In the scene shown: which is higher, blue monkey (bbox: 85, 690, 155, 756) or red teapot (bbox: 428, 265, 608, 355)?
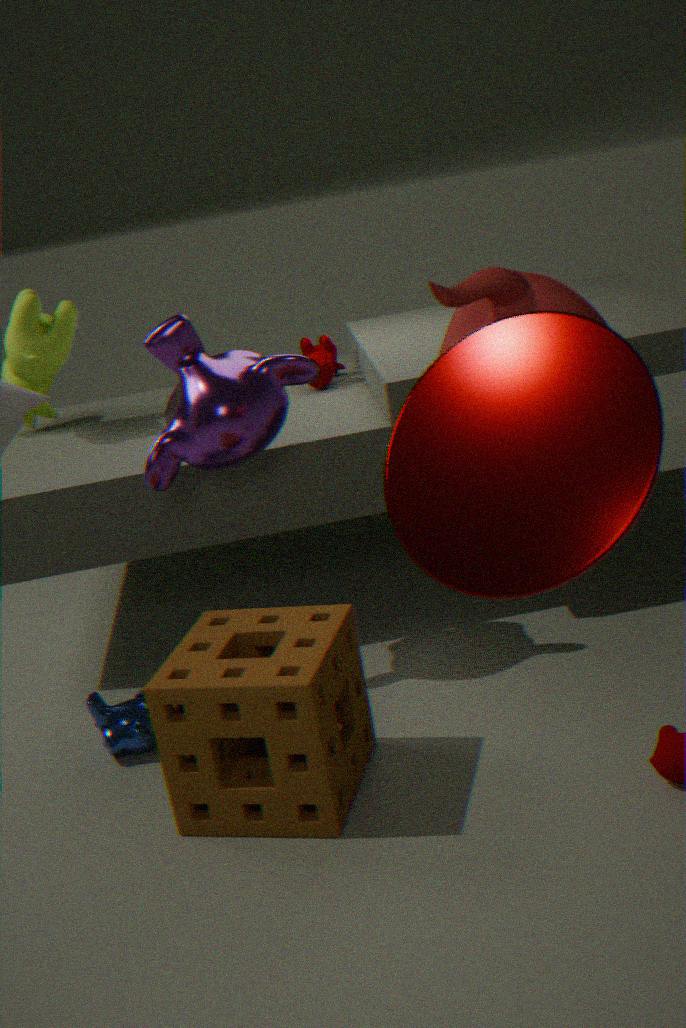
red teapot (bbox: 428, 265, 608, 355)
